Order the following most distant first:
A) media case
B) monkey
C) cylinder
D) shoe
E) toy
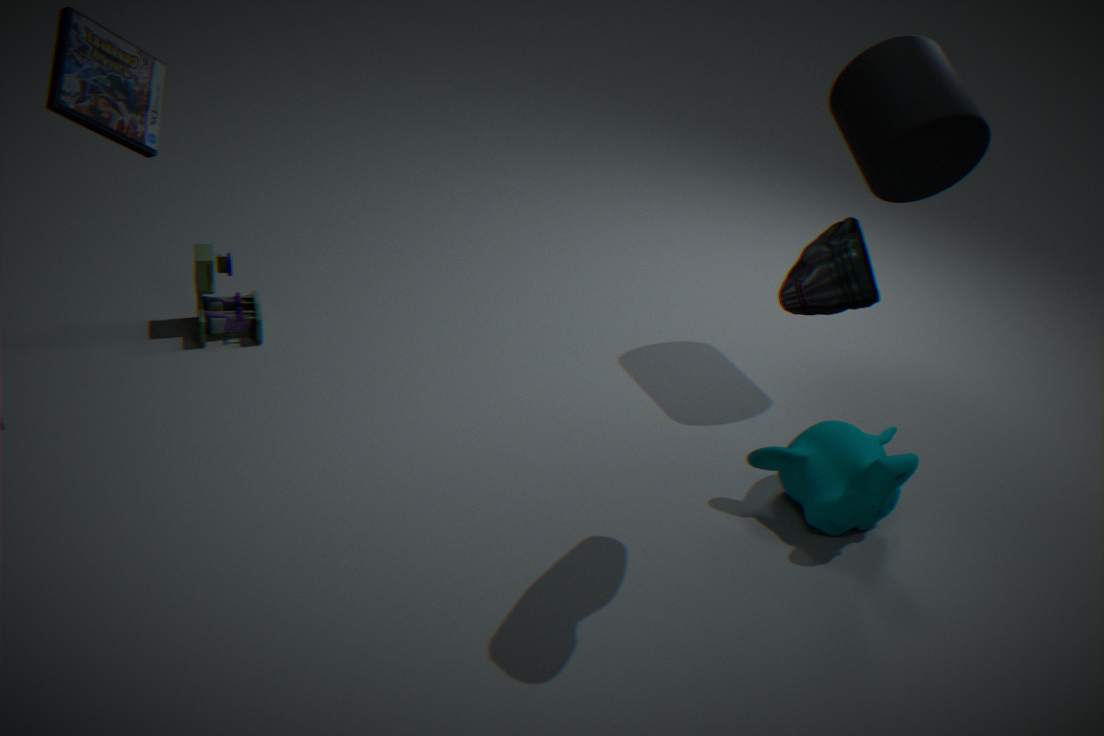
toy → cylinder → monkey → media case → shoe
